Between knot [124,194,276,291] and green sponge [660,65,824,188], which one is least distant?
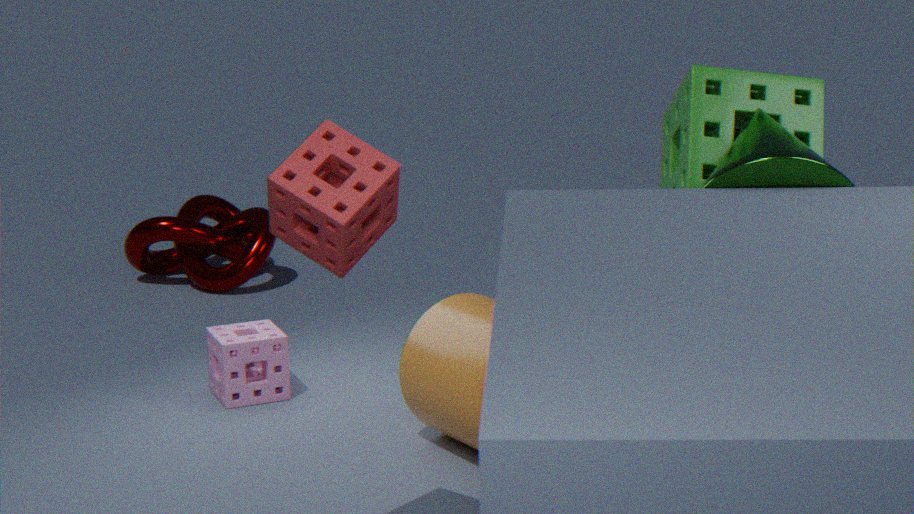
green sponge [660,65,824,188]
